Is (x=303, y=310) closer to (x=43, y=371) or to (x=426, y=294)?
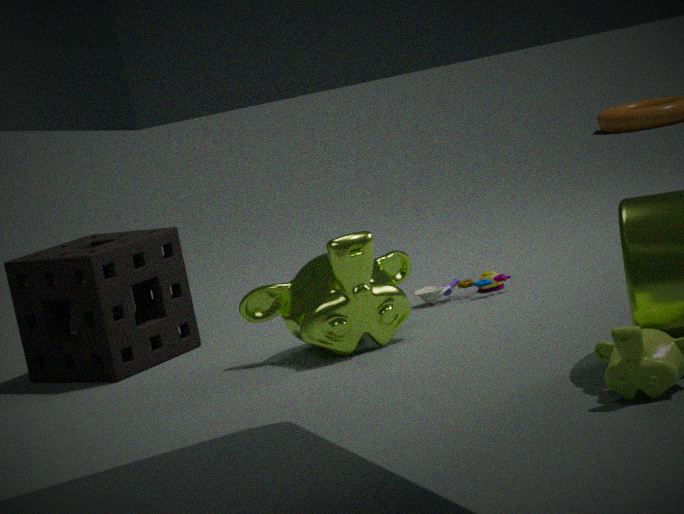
(x=426, y=294)
